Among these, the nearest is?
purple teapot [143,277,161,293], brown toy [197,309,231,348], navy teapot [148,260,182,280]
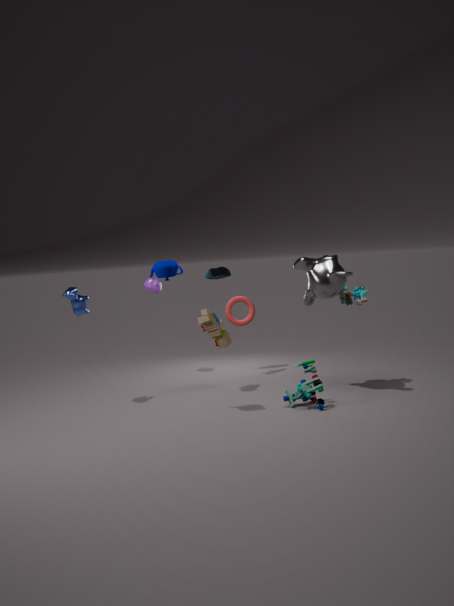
navy teapot [148,260,182,280]
